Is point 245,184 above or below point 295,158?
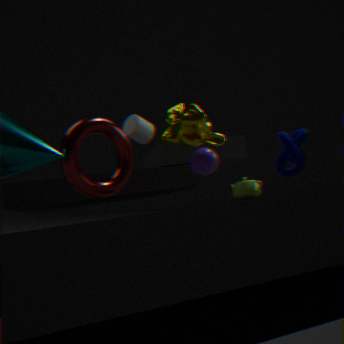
below
